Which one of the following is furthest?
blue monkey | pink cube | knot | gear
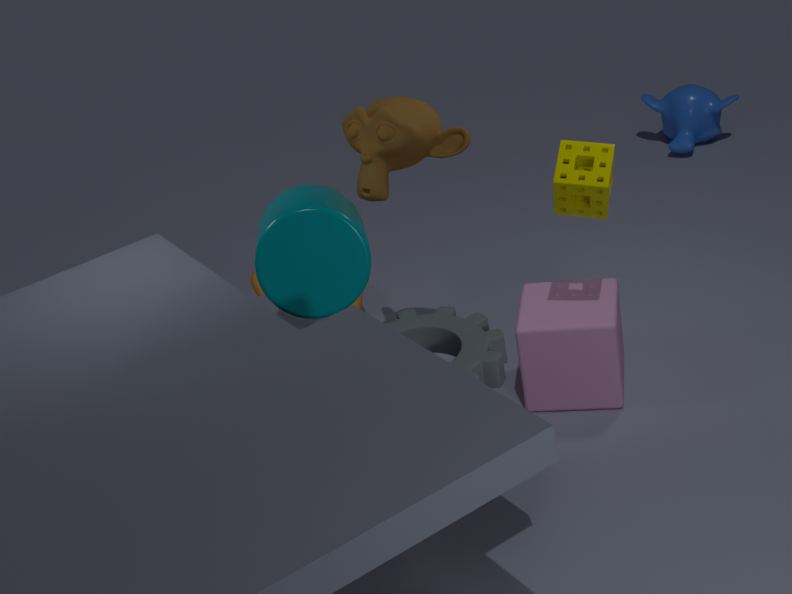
blue monkey
